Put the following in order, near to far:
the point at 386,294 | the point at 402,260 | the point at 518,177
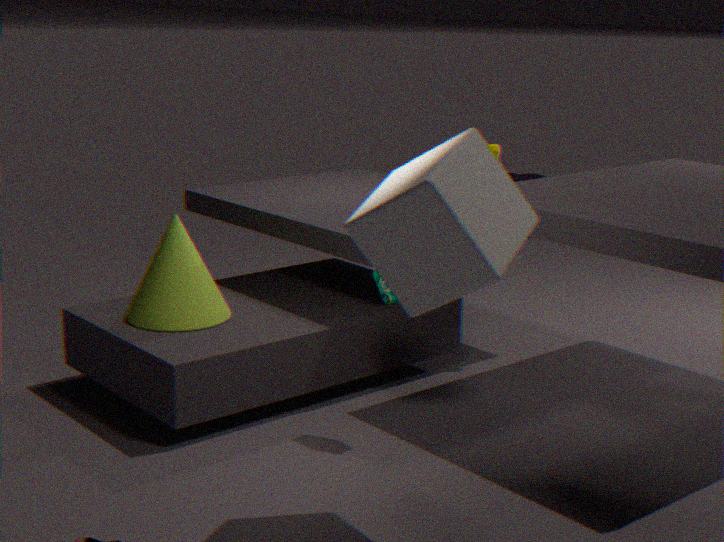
1. the point at 402,260
2. the point at 386,294
3. the point at 518,177
